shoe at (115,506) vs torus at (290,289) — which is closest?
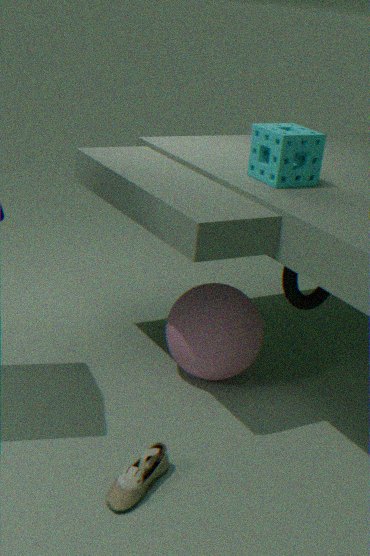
shoe at (115,506)
